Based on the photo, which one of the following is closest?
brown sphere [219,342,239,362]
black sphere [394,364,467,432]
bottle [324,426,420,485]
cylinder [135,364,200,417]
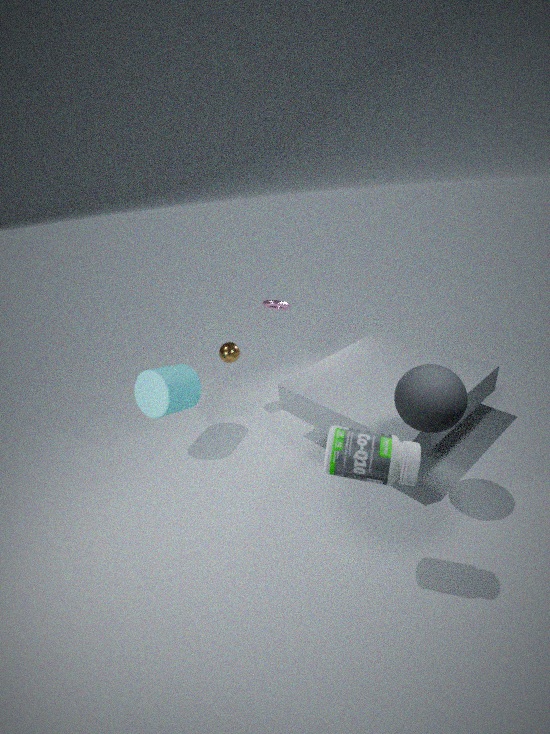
bottle [324,426,420,485]
